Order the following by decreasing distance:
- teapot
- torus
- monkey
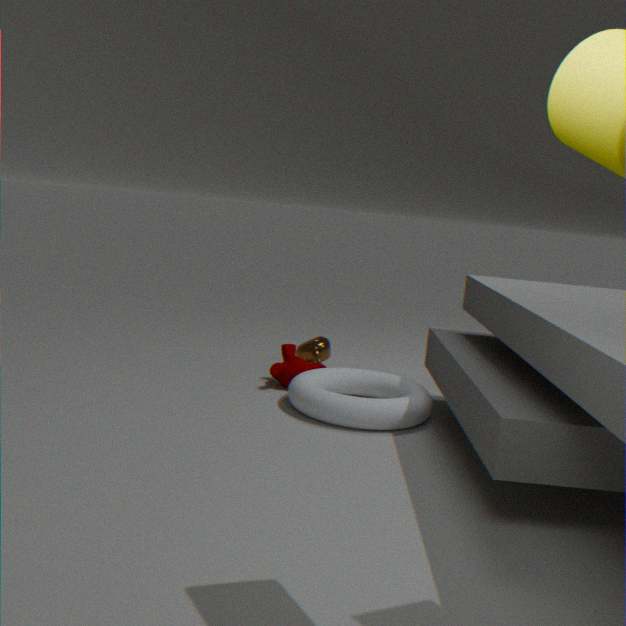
1. teapot
2. monkey
3. torus
